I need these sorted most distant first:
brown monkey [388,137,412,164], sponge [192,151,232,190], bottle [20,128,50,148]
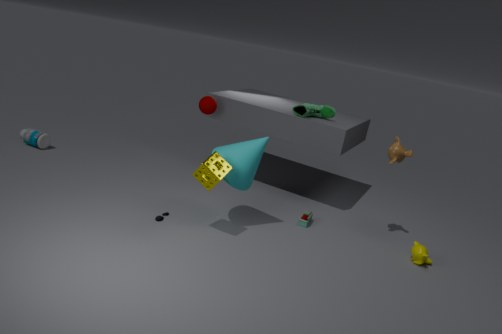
bottle [20,128,50,148]
brown monkey [388,137,412,164]
sponge [192,151,232,190]
